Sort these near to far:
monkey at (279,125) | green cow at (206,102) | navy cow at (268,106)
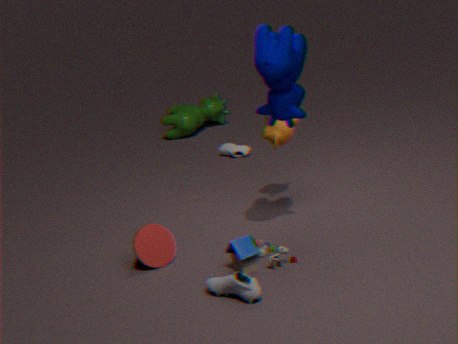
navy cow at (268,106) → monkey at (279,125) → green cow at (206,102)
